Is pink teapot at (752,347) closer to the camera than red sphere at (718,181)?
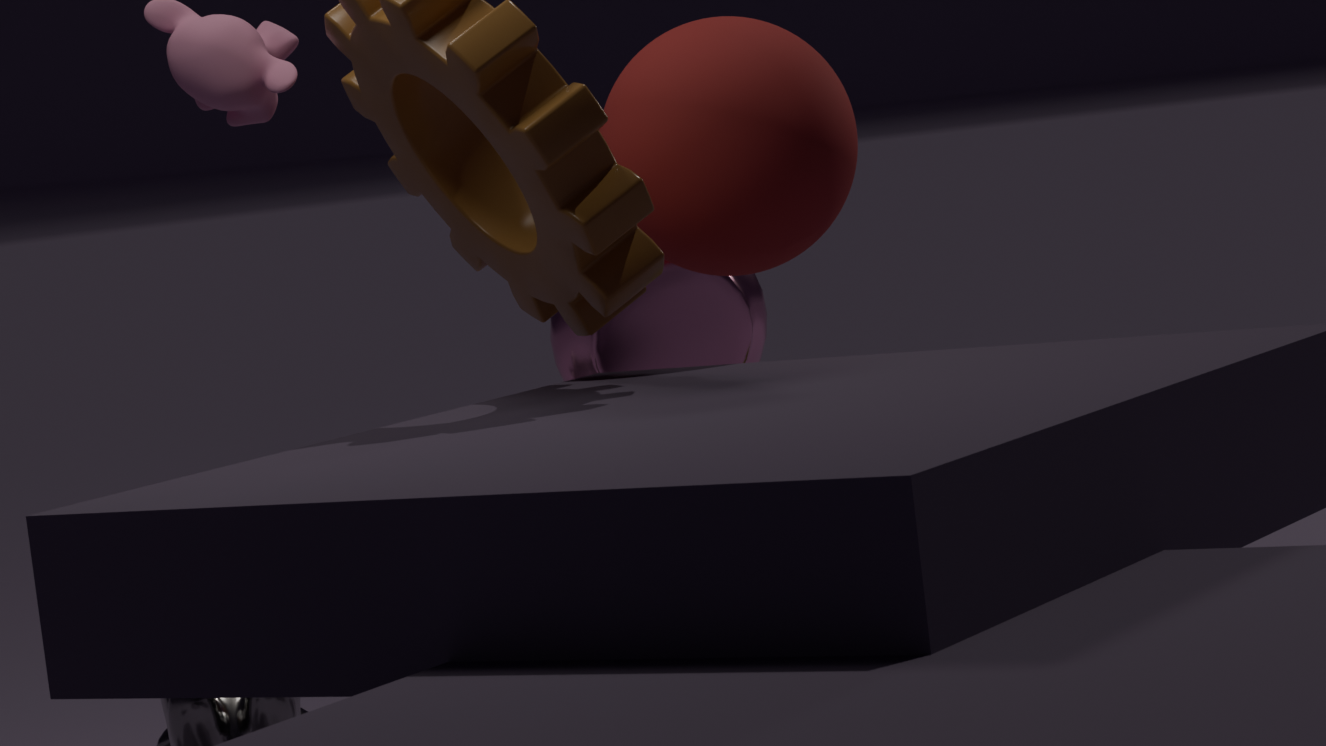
No
